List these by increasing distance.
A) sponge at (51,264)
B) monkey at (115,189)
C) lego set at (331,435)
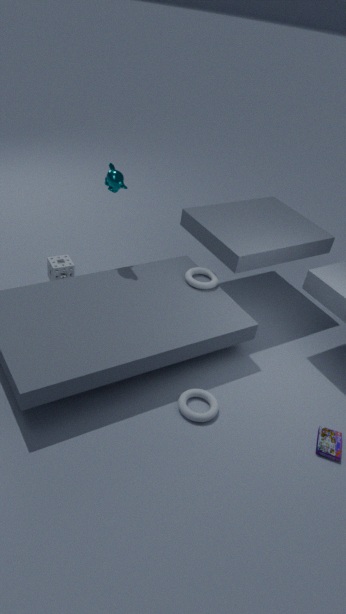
lego set at (331,435) < monkey at (115,189) < sponge at (51,264)
